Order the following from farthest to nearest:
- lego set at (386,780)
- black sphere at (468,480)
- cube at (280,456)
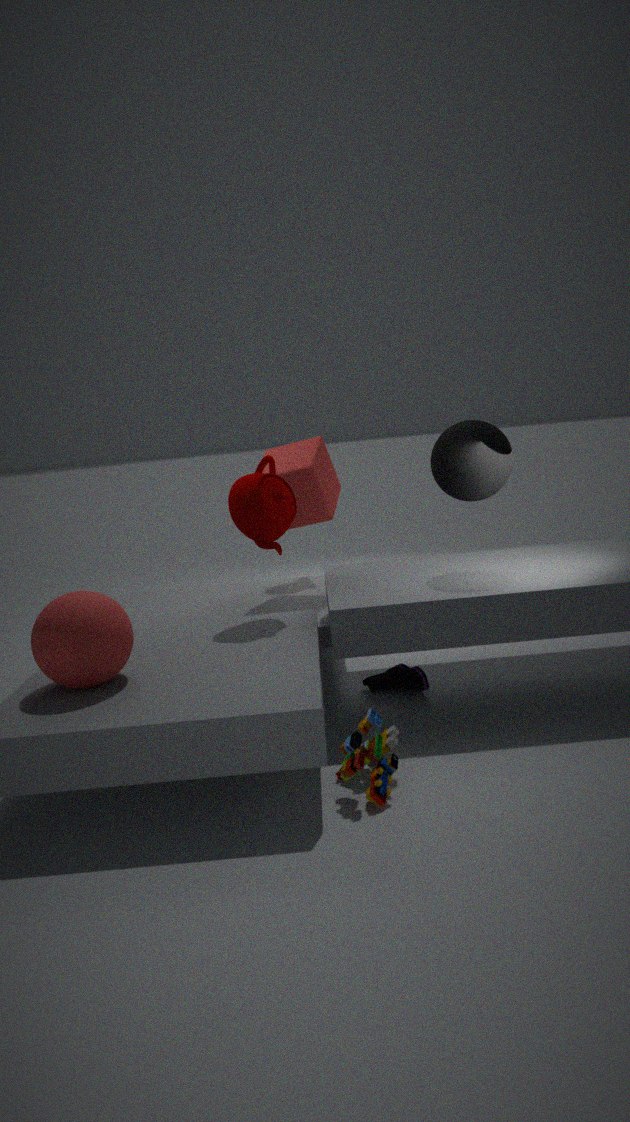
cube at (280,456) < black sphere at (468,480) < lego set at (386,780)
